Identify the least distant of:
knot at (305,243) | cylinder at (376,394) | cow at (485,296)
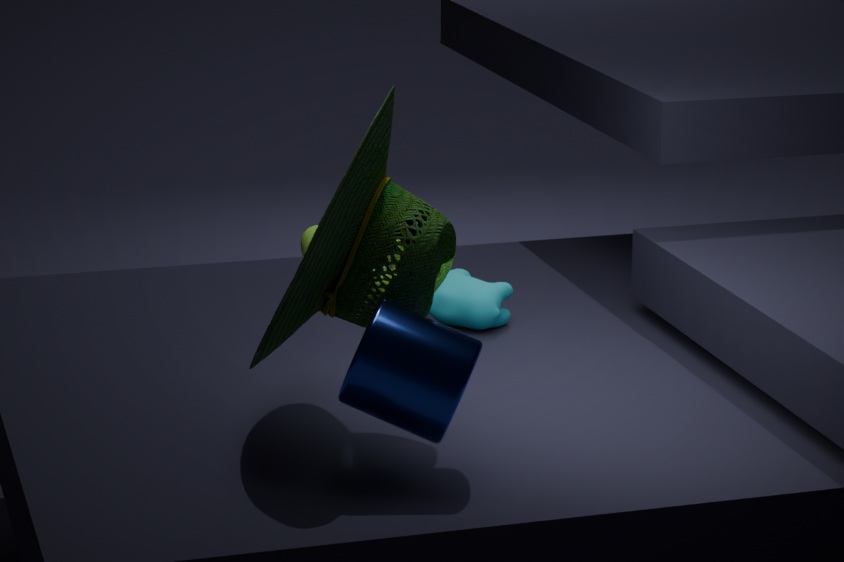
cylinder at (376,394)
